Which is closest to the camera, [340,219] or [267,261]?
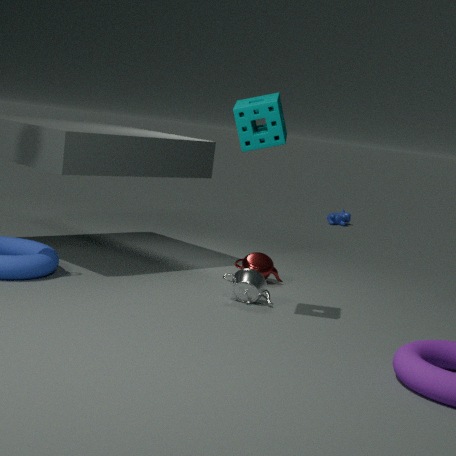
[267,261]
